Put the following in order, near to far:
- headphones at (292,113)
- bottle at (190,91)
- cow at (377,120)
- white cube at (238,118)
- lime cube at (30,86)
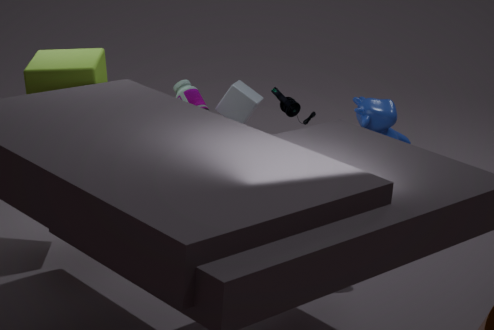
headphones at (292,113) → cow at (377,120) → lime cube at (30,86) → bottle at (190,91) → white cube at (238,118)
